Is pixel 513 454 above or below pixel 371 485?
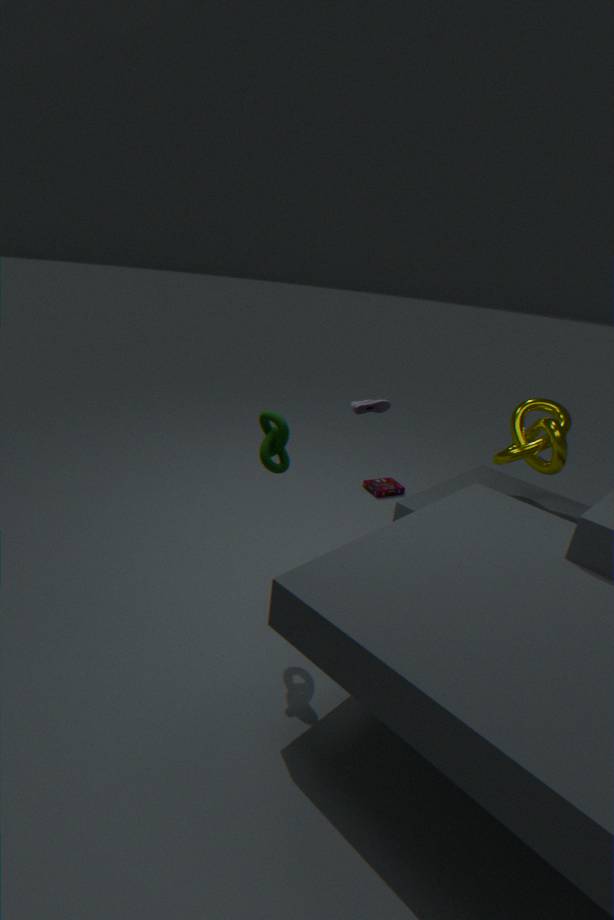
above
